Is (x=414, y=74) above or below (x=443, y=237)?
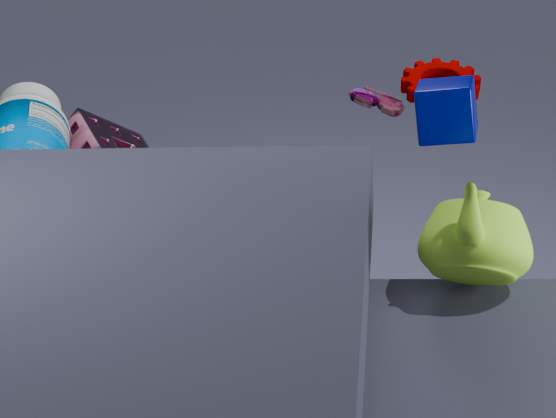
above
